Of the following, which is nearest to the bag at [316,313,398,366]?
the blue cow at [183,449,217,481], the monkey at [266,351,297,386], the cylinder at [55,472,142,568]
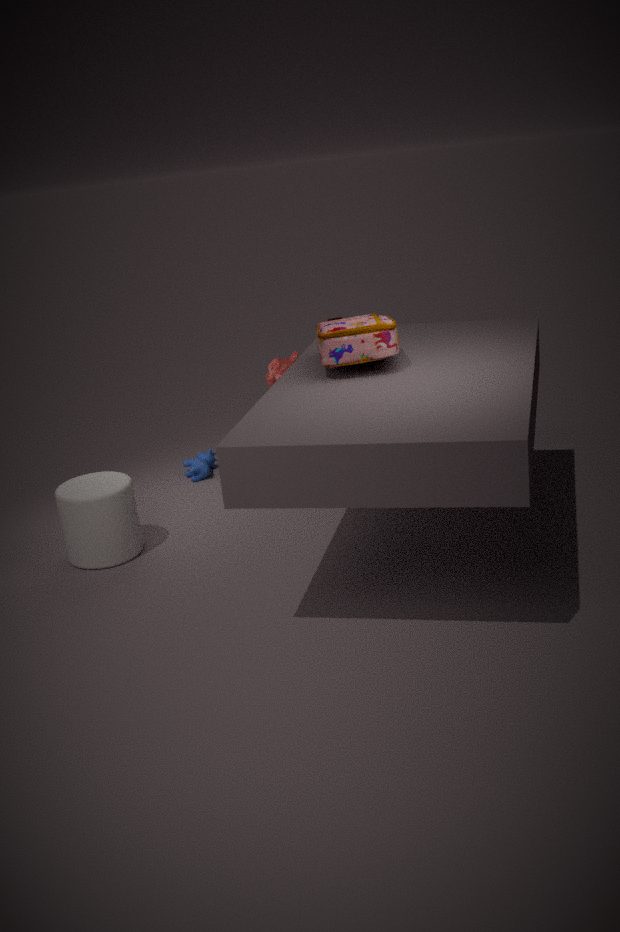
the monkey at [266,351,297,386]
